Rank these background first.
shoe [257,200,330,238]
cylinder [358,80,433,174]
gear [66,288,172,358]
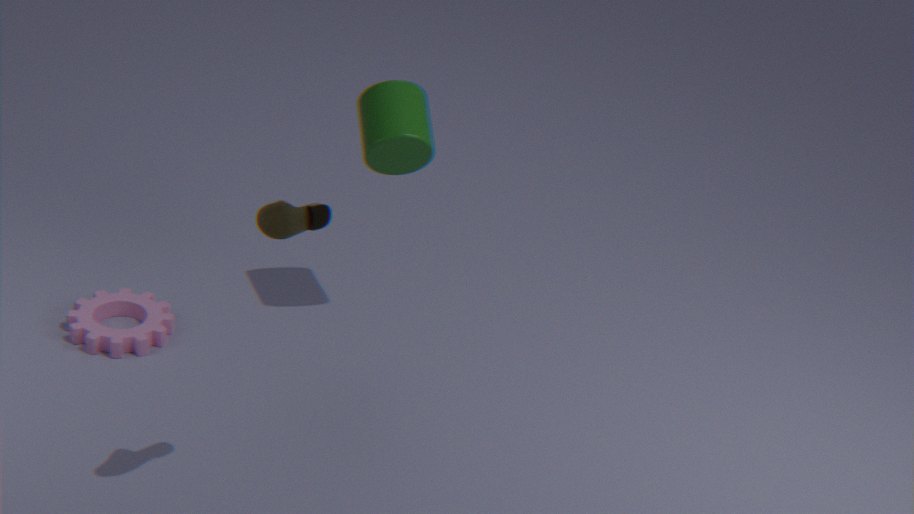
gear [66,288,172,358] → cylinder [358,80,433,174] → shoe [257,200,330,238]
